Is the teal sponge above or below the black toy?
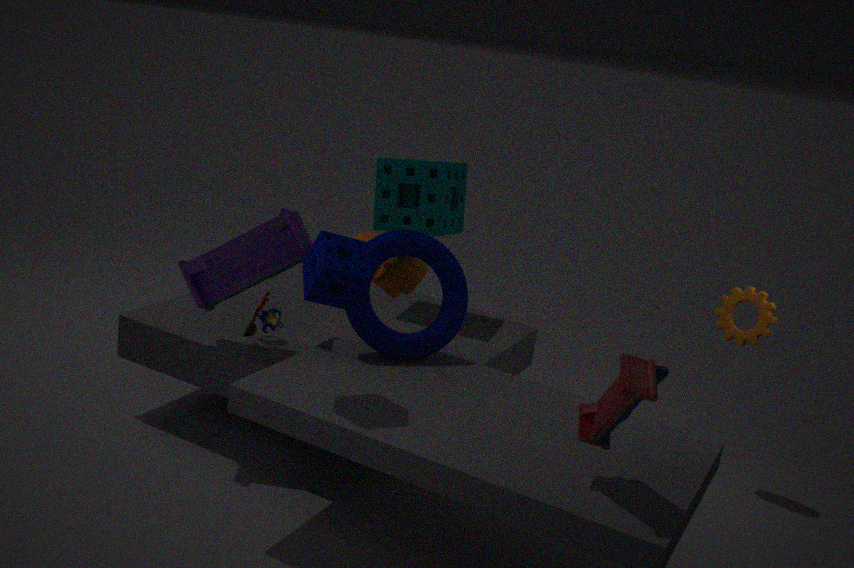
above
